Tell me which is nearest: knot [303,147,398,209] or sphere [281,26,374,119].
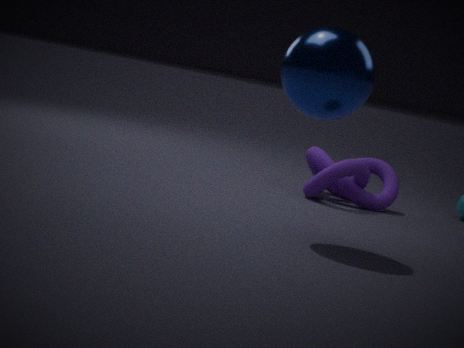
sphere [281,26,374,119]
